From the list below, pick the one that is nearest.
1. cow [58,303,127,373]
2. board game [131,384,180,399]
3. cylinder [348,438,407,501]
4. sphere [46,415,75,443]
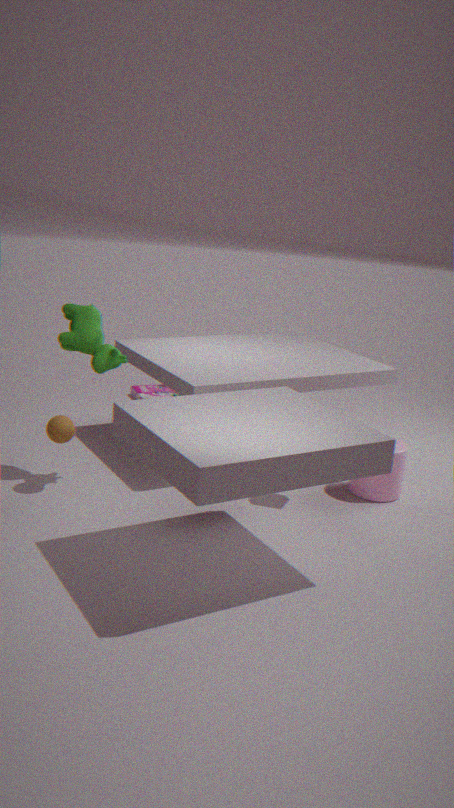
sphere [46,415,75,443]
